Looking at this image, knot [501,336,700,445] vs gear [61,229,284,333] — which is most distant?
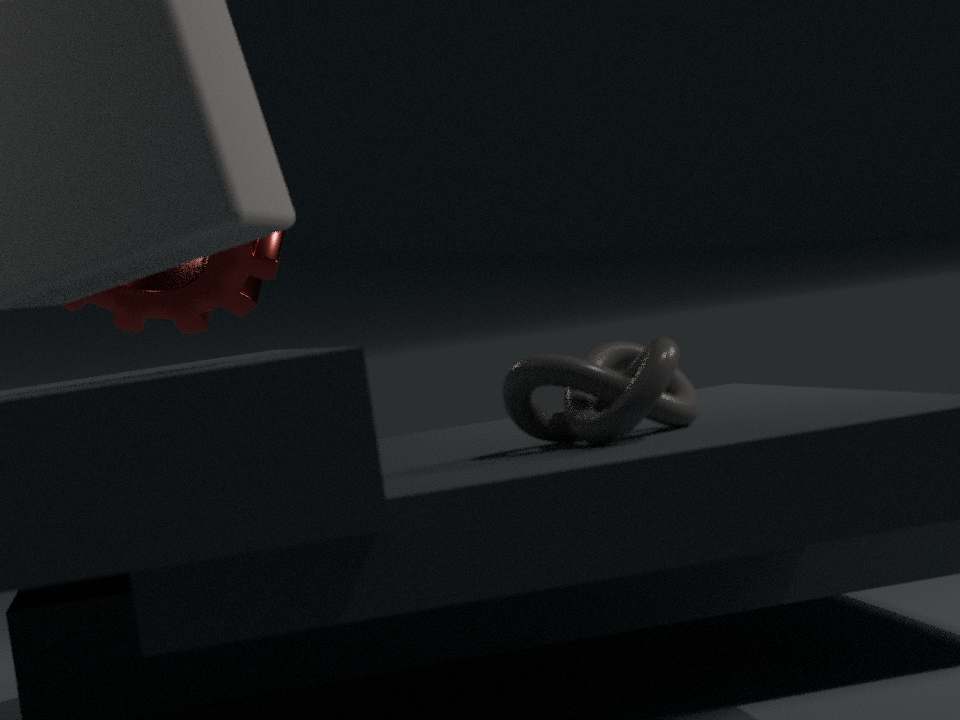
gear [61,229,284,333]
